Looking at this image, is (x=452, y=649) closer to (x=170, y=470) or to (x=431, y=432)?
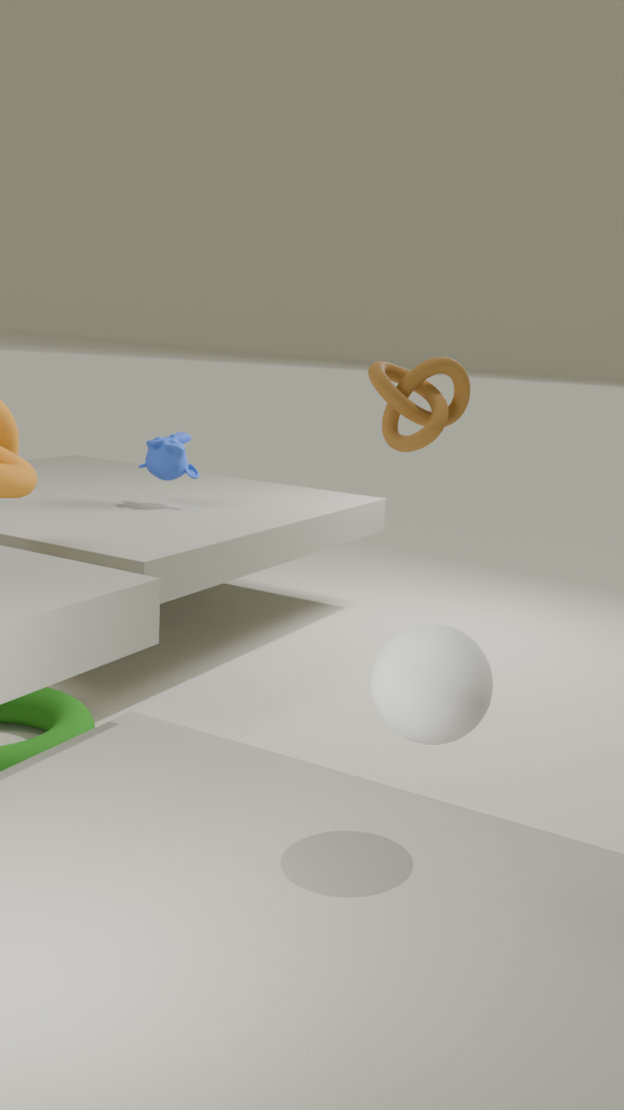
(x=431, y=432)
